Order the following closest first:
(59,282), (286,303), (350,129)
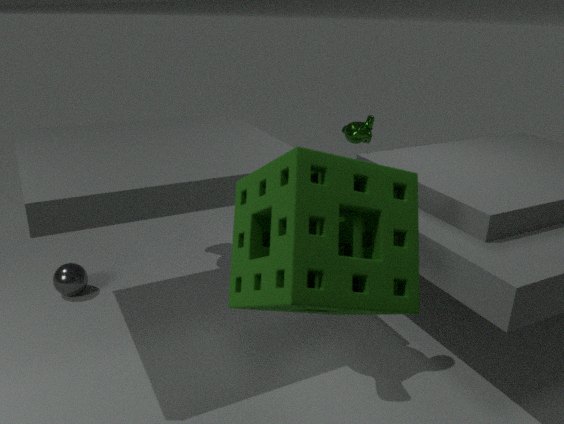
(286,303) → (59,282) → (350,129)
